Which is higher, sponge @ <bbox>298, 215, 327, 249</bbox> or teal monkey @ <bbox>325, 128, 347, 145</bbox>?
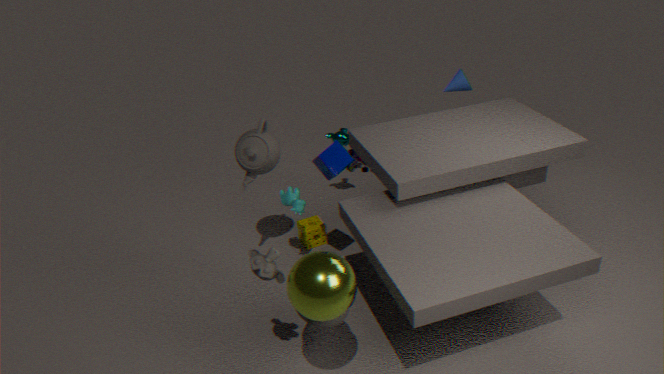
teal monkey @ <bbox>325, 128, 347, 145</bbox>
